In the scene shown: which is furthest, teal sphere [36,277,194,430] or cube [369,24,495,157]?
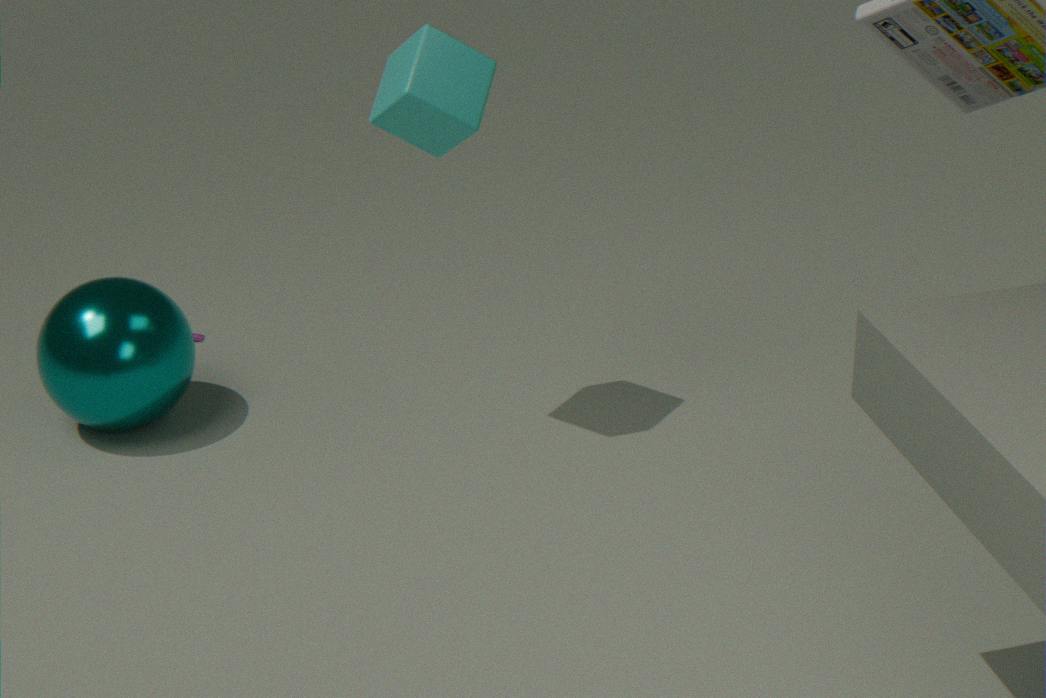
teal sphere [36,277,194,430]
